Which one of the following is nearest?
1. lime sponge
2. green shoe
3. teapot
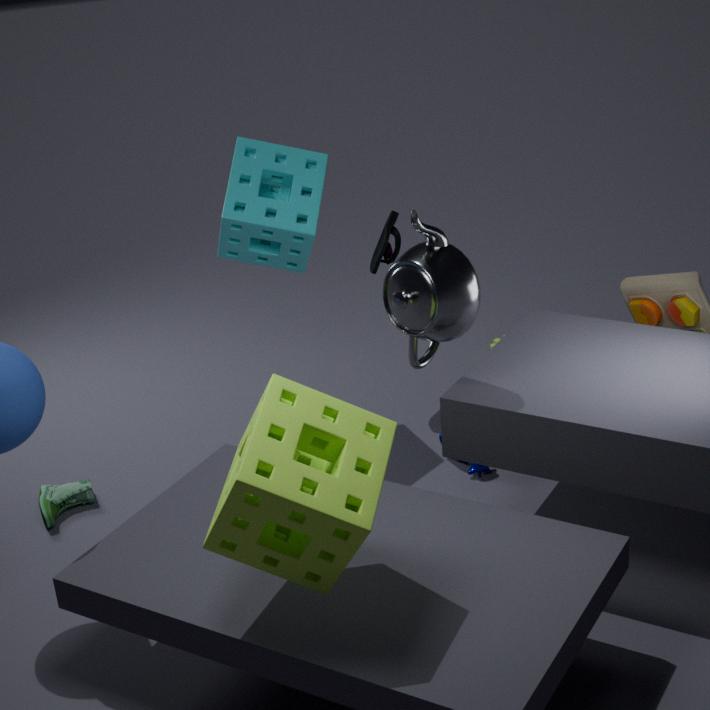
lime sponge
